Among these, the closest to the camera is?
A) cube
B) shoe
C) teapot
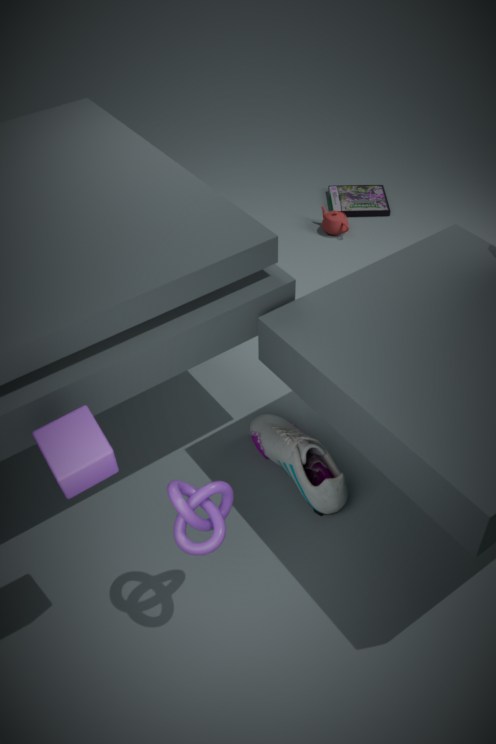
cube
